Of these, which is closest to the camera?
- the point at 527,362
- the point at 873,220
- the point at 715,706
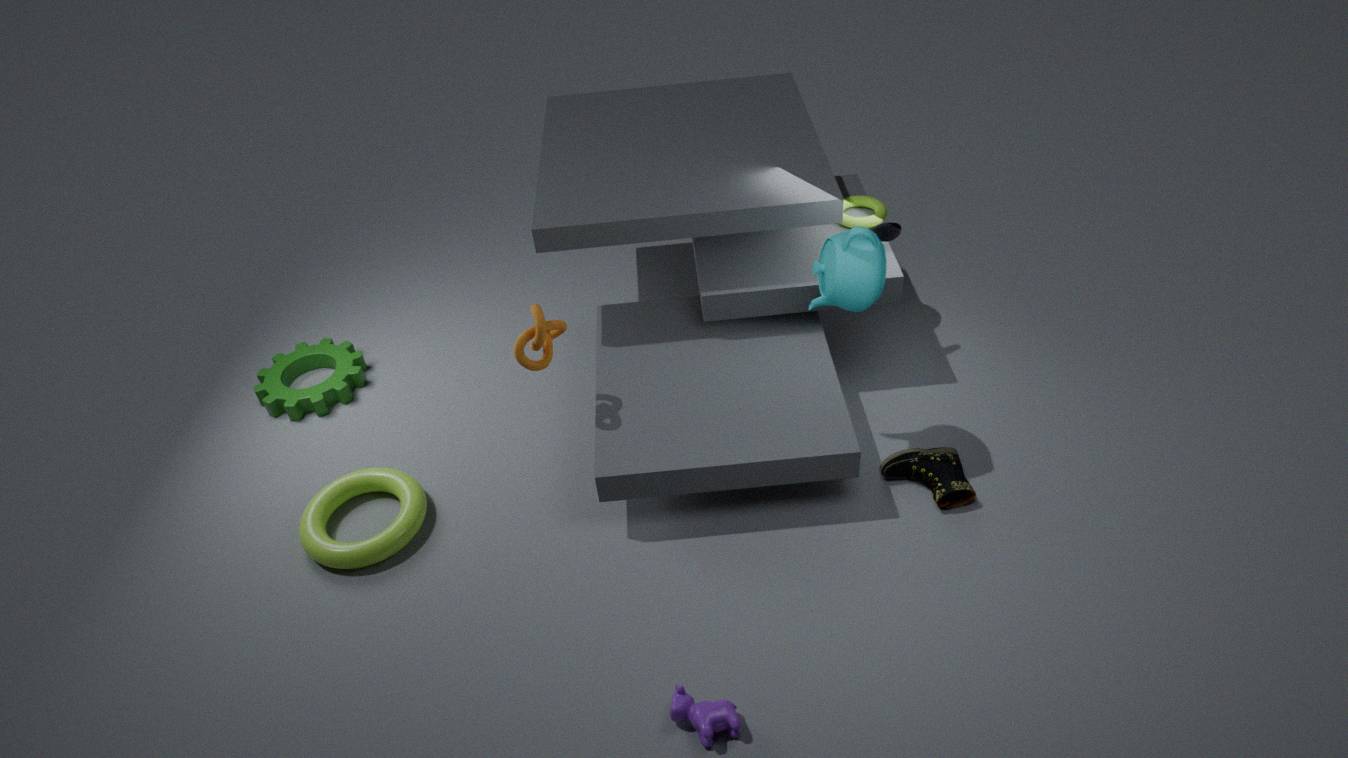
the point at 715,706
